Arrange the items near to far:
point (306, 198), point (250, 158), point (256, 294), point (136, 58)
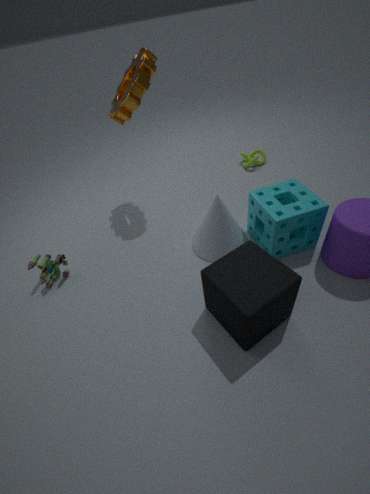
point (256, 294)
point (306, 198)
point (136, 58)
point (250, 158)
